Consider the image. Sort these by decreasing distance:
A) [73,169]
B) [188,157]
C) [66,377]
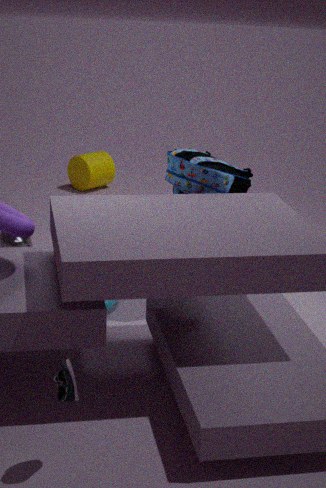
[73,169] < [188,157] < [66,377]
